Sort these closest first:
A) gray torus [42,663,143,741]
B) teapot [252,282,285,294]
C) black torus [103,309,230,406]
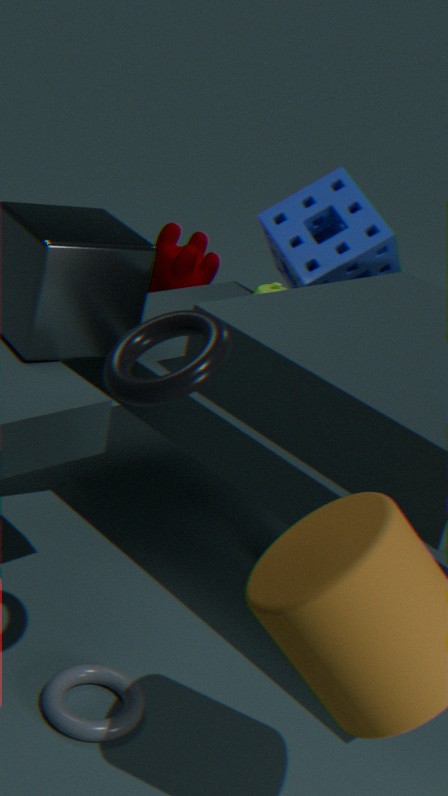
black torus [103,309,230,406] → gray torus [42,663,143,741] → teapot [252,282,285,294]
